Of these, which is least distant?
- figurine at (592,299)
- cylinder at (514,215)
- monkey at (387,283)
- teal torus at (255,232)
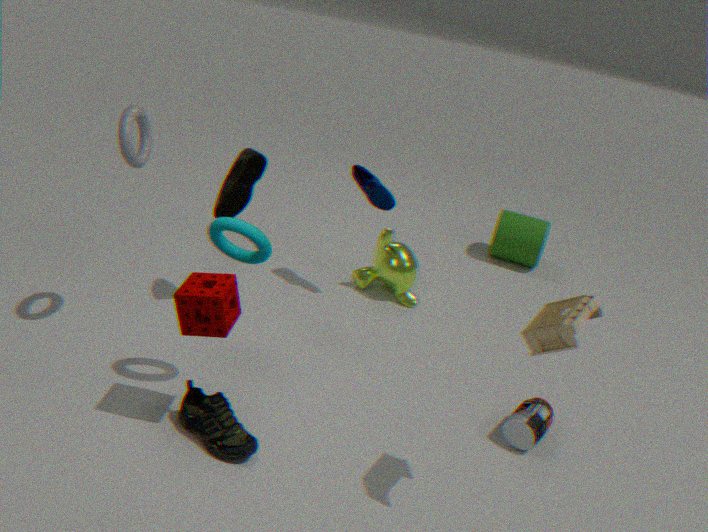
figurine at (592,299)
